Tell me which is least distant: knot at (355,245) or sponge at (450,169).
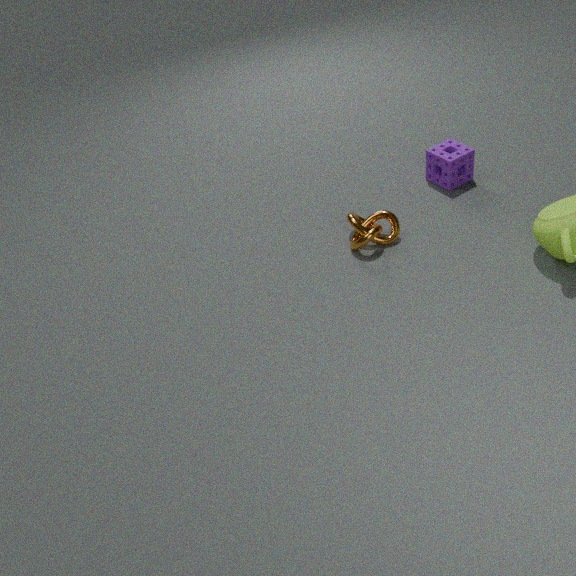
knot at (355,245)
